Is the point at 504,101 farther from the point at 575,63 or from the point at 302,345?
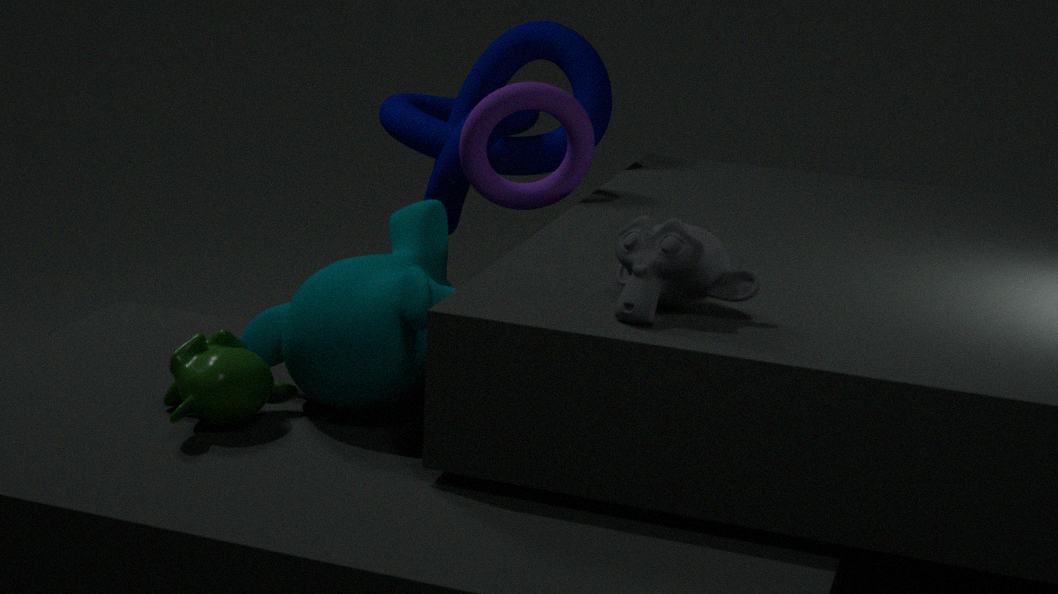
the point at 302,345
